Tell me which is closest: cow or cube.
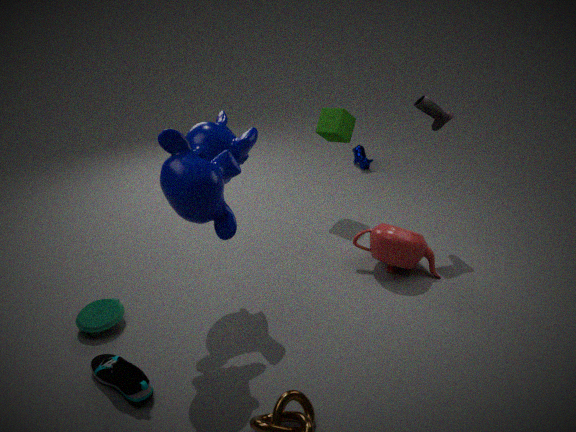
cube
